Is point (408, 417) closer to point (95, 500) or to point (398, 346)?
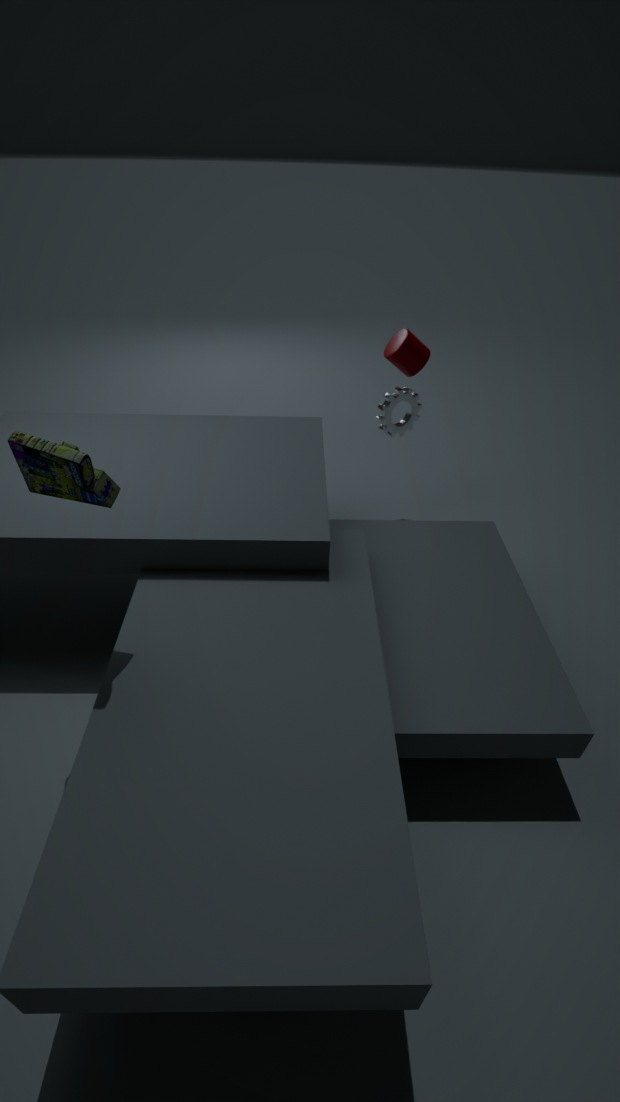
point (398, 346)
